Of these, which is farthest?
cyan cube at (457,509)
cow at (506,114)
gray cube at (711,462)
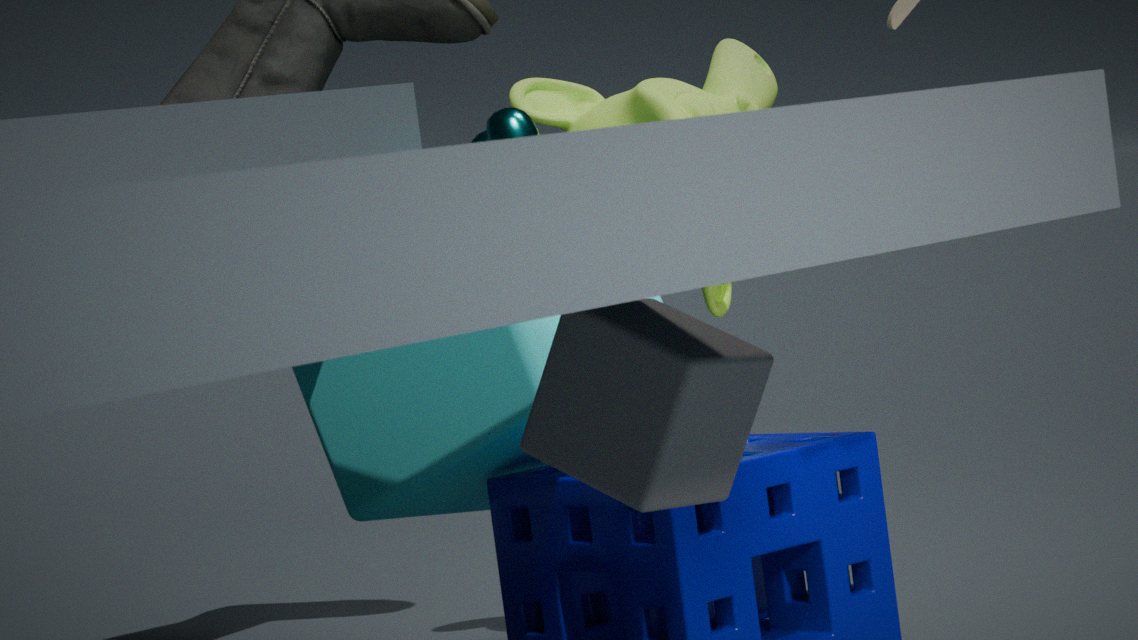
cow at (506,114)
